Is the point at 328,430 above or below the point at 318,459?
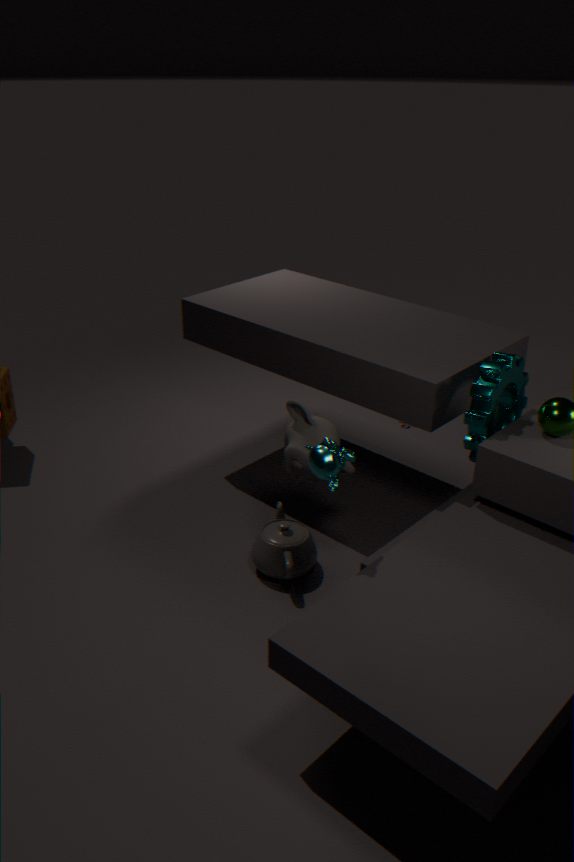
below
